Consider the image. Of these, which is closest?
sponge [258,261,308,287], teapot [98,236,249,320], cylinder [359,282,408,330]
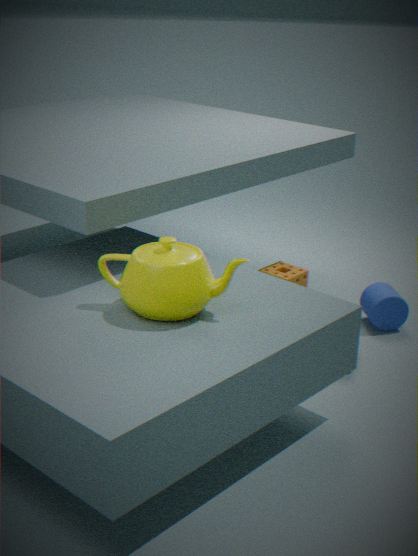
teapot [98,236,249,320]
